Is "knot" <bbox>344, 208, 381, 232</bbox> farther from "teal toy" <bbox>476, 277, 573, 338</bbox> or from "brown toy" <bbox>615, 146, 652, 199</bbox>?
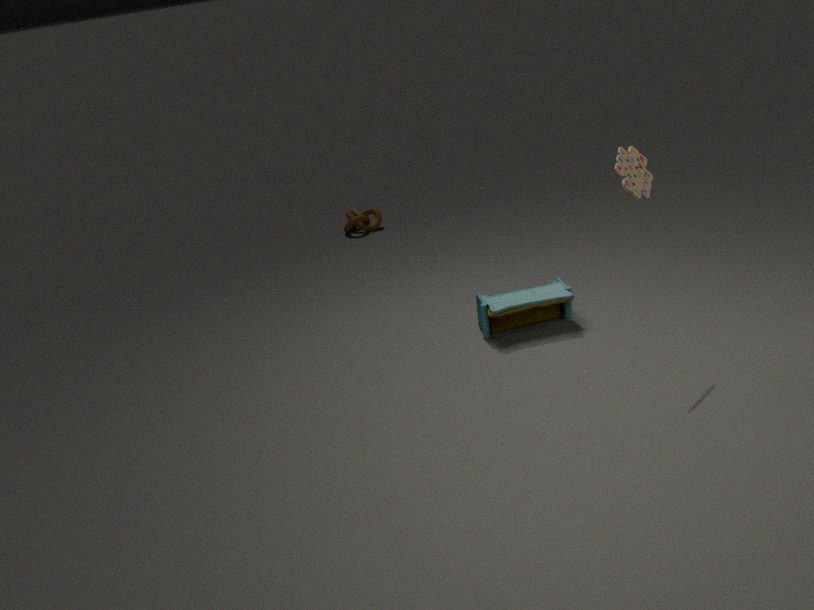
"brown toy" <bbox>615, 146, 652, 199</bbox>
